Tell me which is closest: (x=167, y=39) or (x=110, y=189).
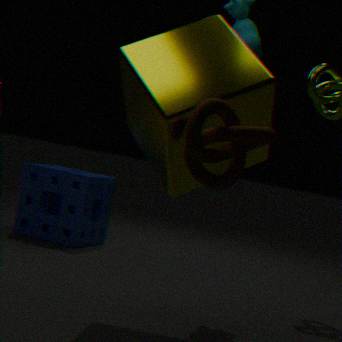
(x=167, y=39)
